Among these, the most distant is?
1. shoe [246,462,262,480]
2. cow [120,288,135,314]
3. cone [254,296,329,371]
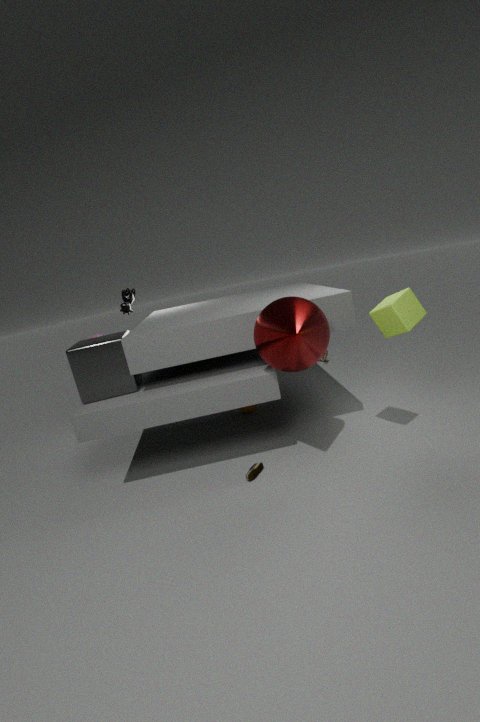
cow [120,288,135,314]
